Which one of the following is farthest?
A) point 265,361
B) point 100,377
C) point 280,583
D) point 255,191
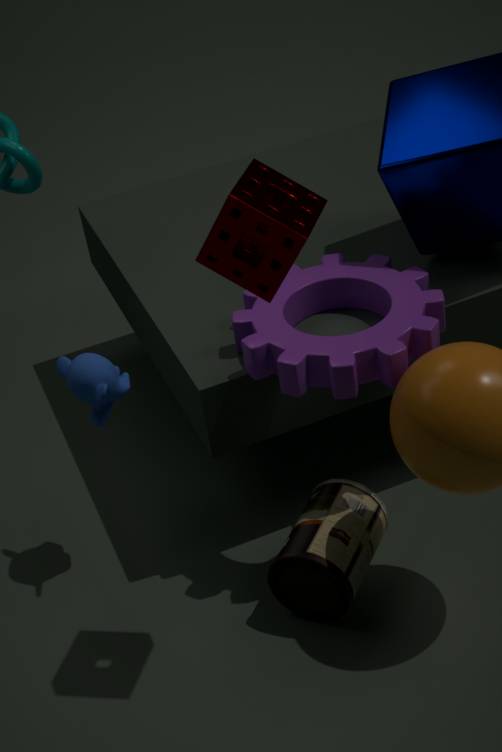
point 280,583
